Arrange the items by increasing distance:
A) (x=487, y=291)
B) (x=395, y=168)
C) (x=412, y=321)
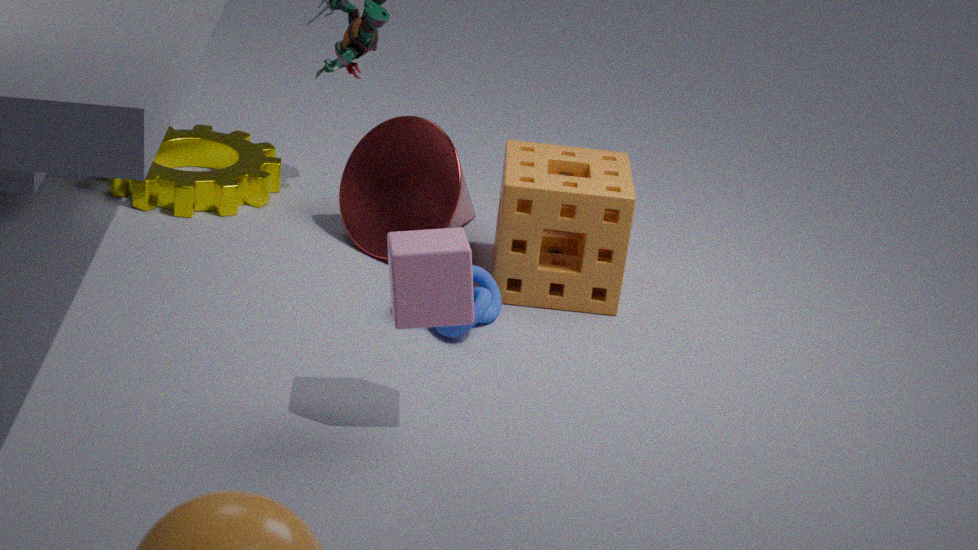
(x=412, y=321) → (x=487, y=291) → (x=395, y=168)
